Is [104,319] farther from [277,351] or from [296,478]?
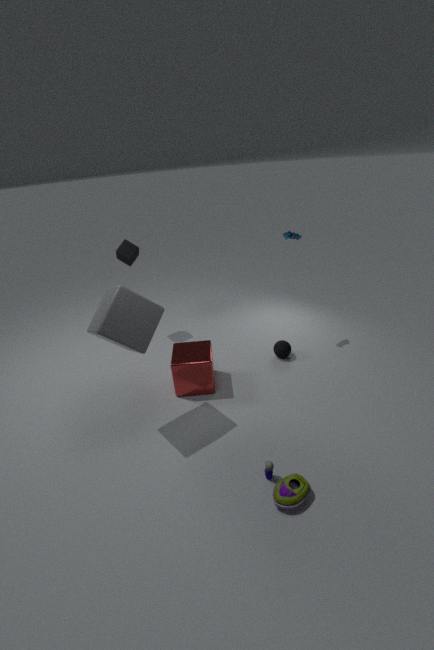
[277,351]
